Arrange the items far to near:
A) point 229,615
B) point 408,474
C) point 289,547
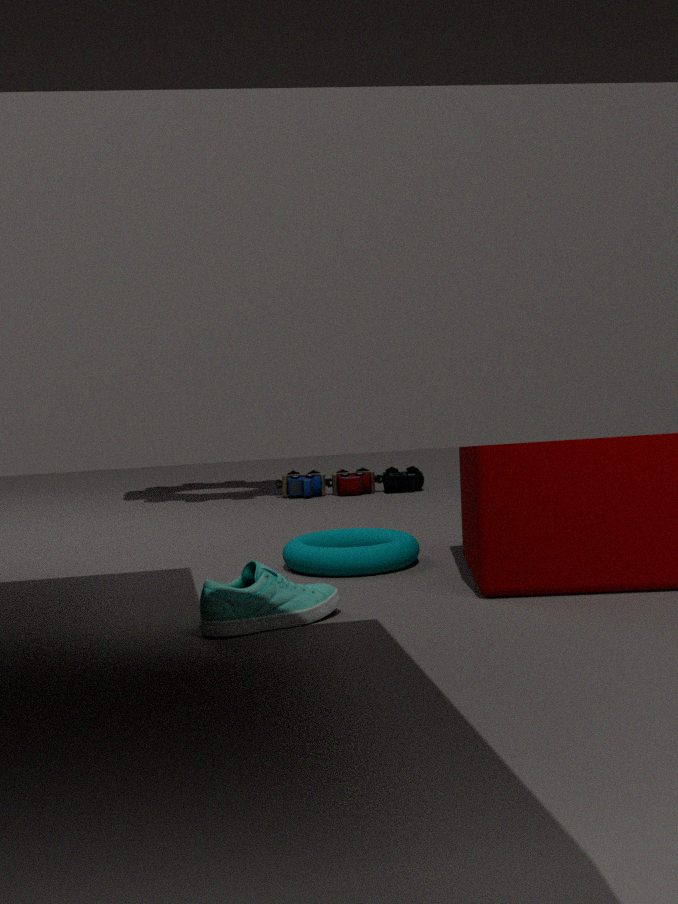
point 408,474, point 289,547, point 229,615
